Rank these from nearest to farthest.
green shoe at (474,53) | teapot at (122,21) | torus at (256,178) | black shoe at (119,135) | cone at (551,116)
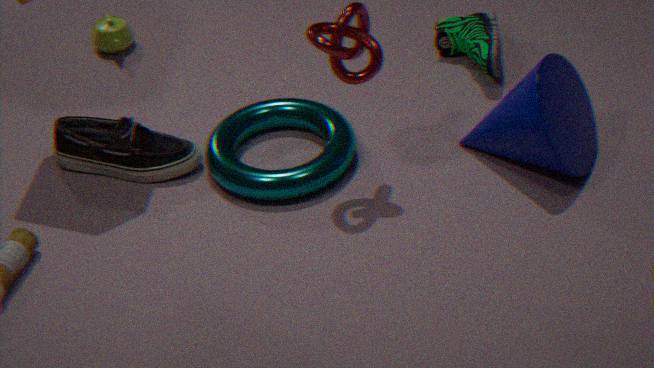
cone at (551,116), torus at (256,178), black shoe at (119,135), green shoe at (474,53), teapot at (122,21)
